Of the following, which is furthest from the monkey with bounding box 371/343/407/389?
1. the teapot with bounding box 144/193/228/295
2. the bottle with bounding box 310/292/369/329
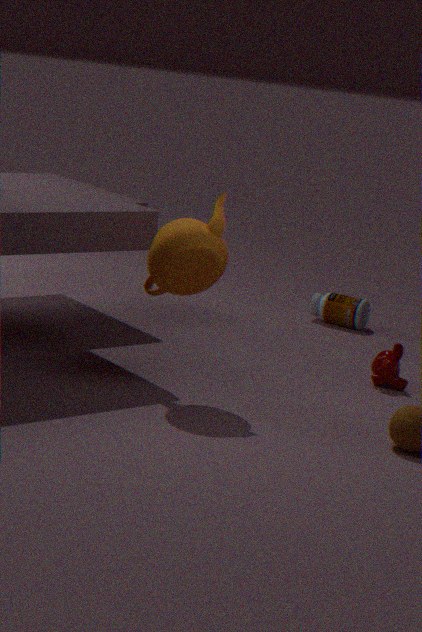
the teapot with bounding box 144/193/228/295
